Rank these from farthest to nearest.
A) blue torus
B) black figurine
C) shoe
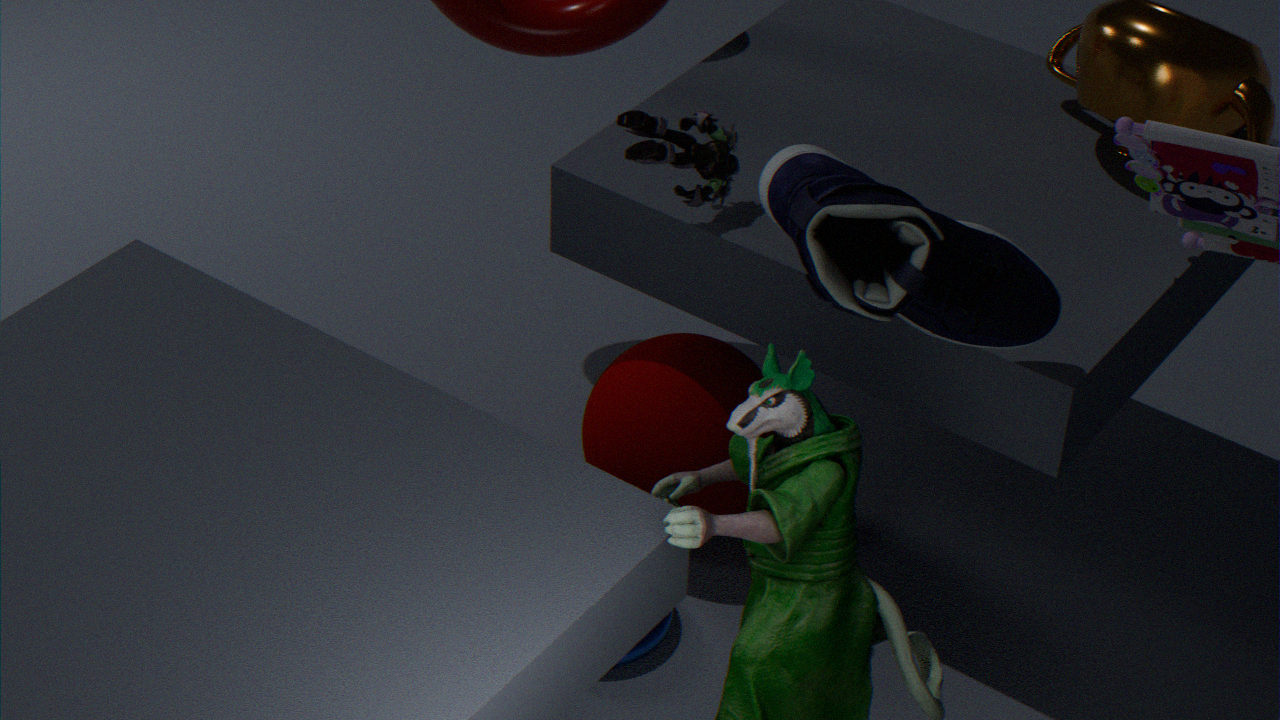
1. blue torus
2. black figurine
3. shoe
